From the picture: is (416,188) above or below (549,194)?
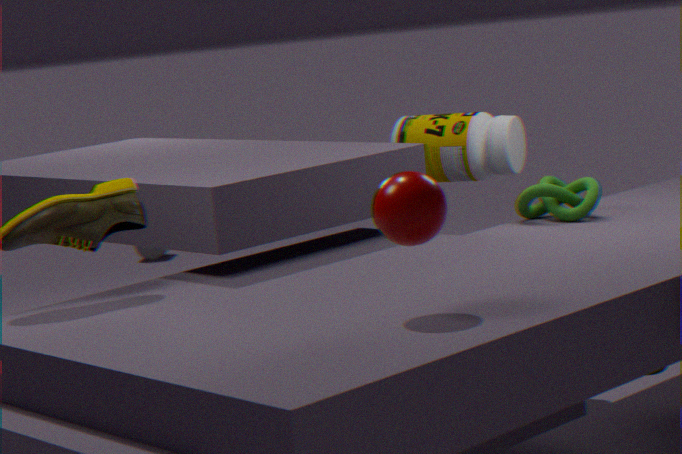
above
